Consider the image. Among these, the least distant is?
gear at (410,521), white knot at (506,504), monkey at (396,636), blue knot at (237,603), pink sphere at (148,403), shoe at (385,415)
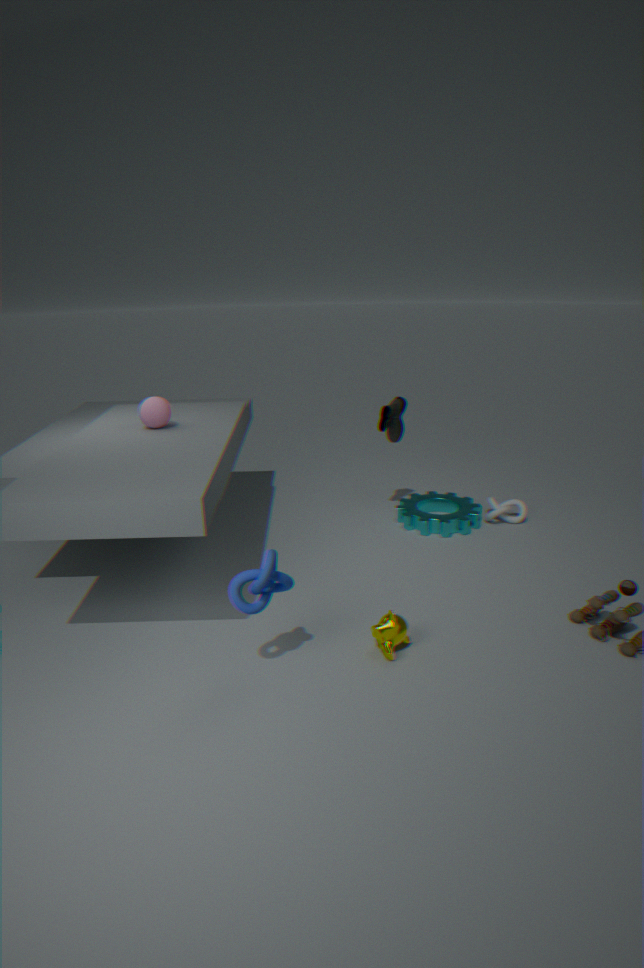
blue knot at (237,603)
